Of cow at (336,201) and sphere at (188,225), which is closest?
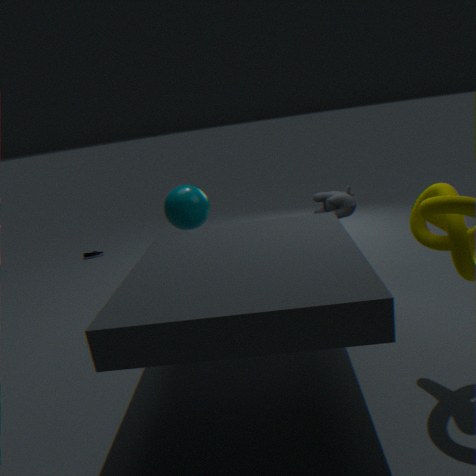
cow at (336,201)
